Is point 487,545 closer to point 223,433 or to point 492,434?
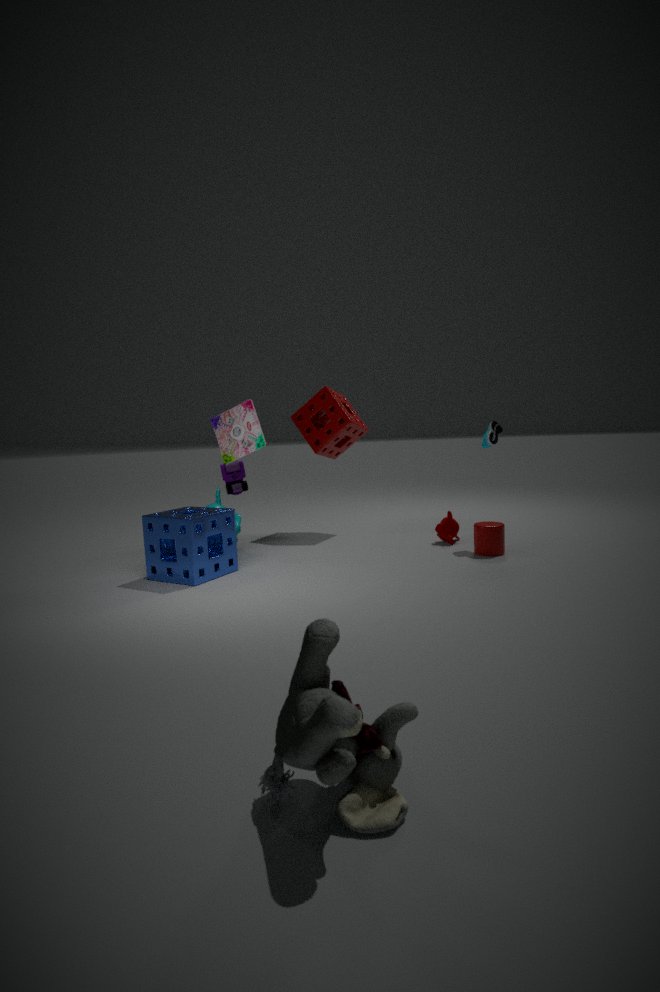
point 492,434
